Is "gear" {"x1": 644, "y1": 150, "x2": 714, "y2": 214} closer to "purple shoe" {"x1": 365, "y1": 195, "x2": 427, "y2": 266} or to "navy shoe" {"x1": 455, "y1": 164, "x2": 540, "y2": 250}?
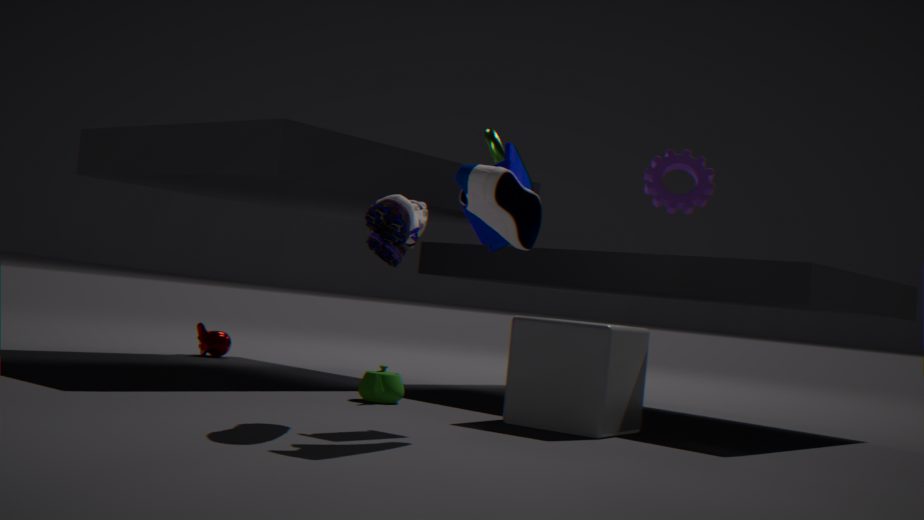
"navy shoe" {"x1": 455, "y1": 164, "x2": 540, "y2": 250}
